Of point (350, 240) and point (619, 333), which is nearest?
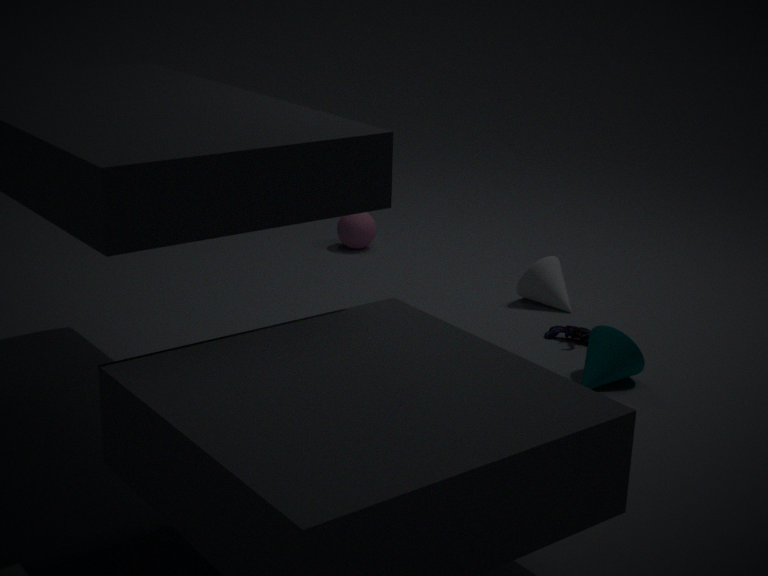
point (619, 333)
